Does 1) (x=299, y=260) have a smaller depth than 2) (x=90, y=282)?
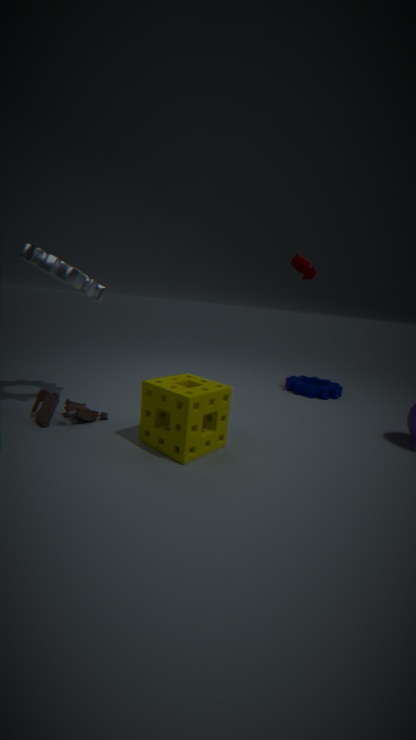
No
